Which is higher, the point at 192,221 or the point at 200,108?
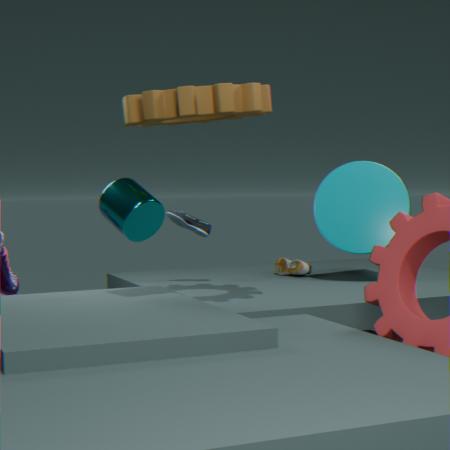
the point at 200,108
